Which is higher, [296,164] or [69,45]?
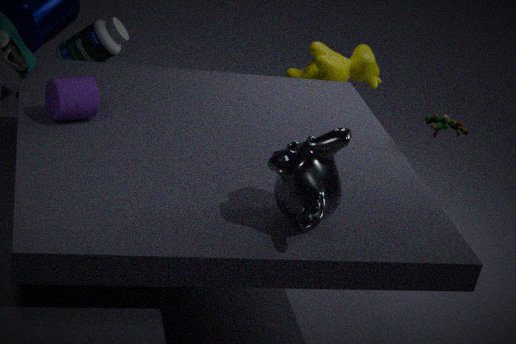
[296,164]
